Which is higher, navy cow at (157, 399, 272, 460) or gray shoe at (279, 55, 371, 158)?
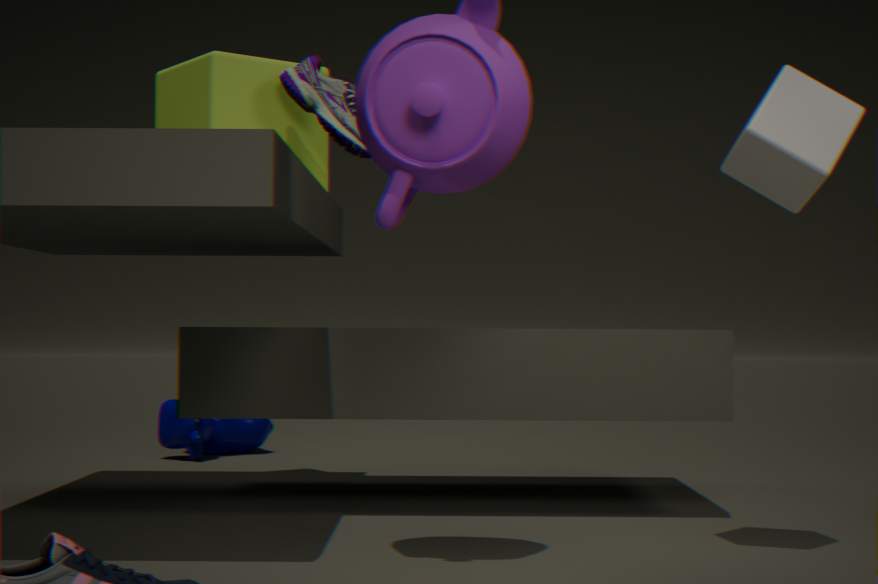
gray shoe at (279, 55, 371, 158)
